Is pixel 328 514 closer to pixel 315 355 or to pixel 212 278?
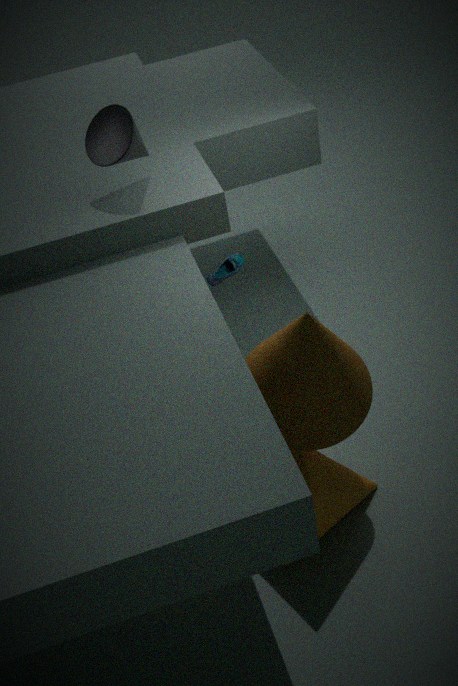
pixel 315 355
